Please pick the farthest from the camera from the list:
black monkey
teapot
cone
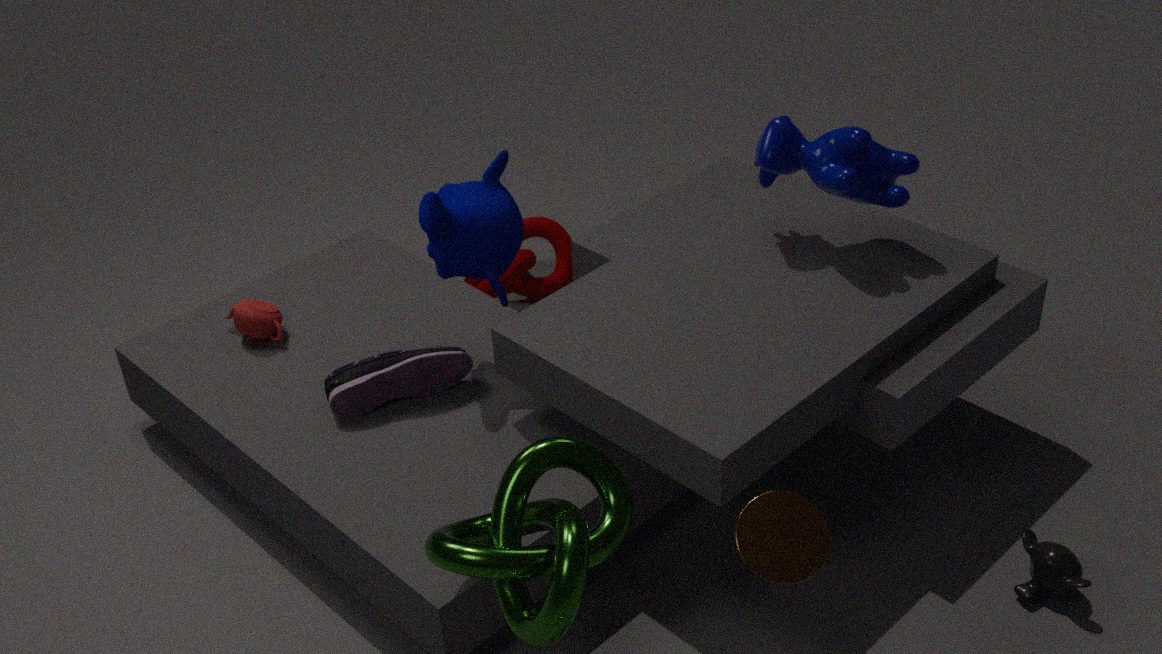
teapot
